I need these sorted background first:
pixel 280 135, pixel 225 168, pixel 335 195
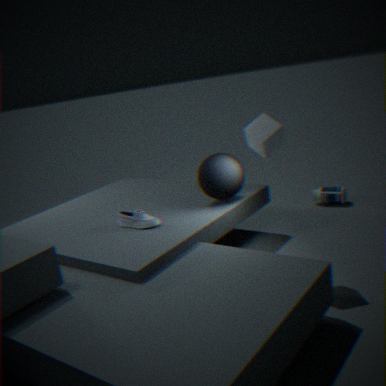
pixel 335 195 → pixel 225 168 → pixel 280 135
